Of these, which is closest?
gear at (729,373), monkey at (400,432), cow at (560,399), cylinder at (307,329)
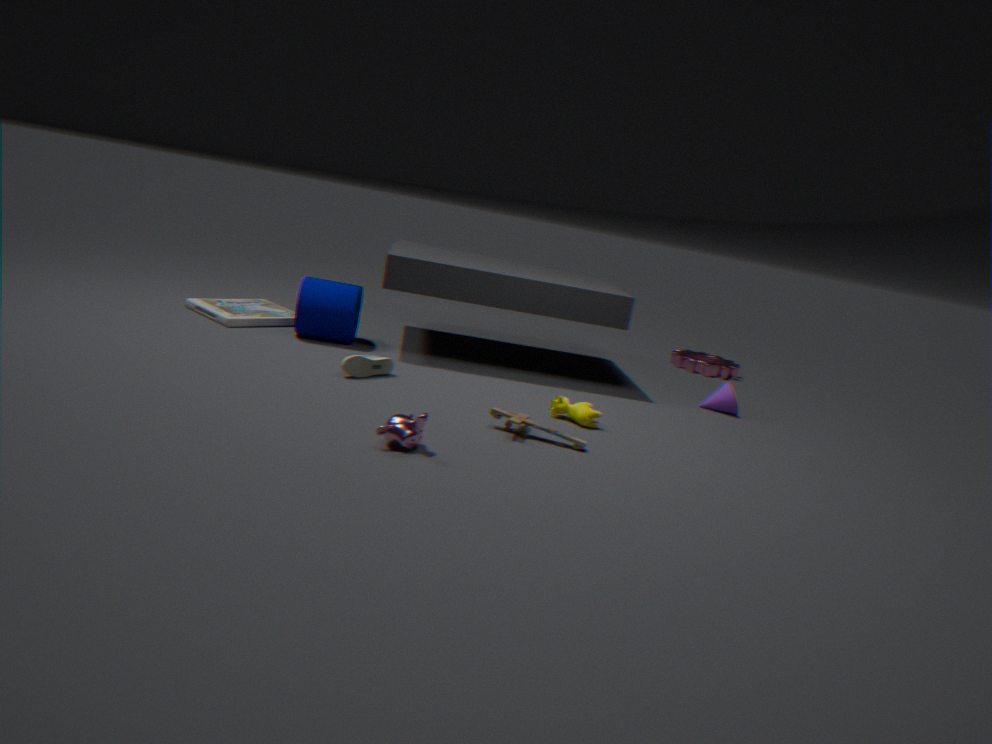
monkey at (400,432)
